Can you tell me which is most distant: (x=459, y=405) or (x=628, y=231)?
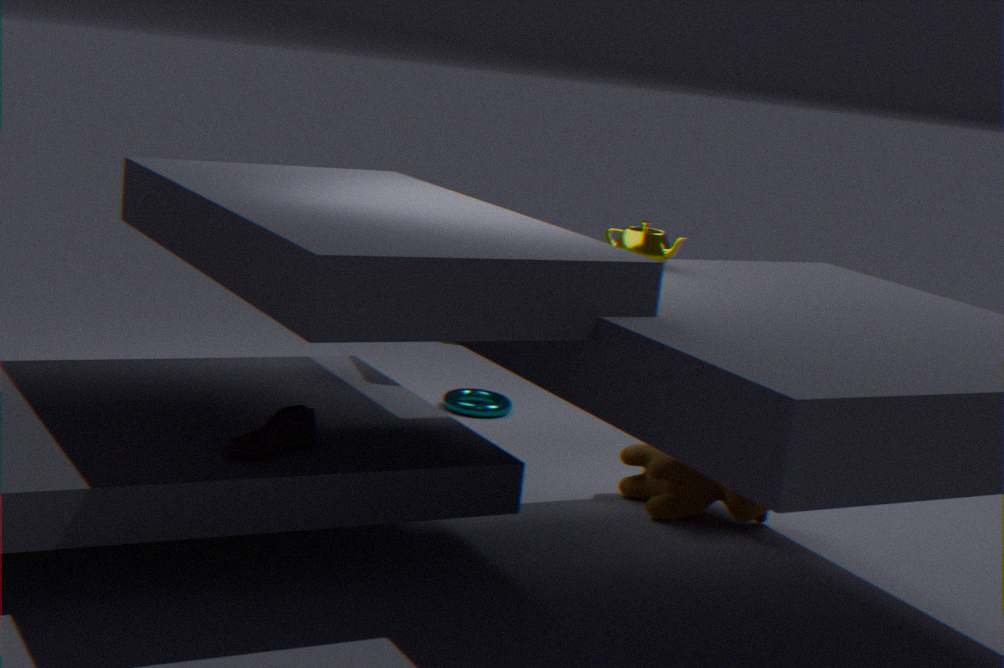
(x=459, y=405)
